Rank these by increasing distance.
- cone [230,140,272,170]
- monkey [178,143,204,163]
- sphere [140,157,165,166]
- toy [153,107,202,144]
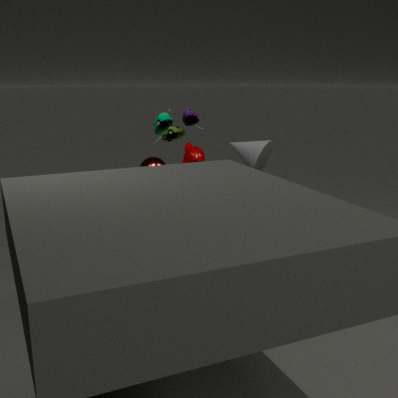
1. cone [230,140,272,170]
2. monkey [178,143,204,163]
3. sphere [140,157,165,166]
4. toy [153,107,202,144]
